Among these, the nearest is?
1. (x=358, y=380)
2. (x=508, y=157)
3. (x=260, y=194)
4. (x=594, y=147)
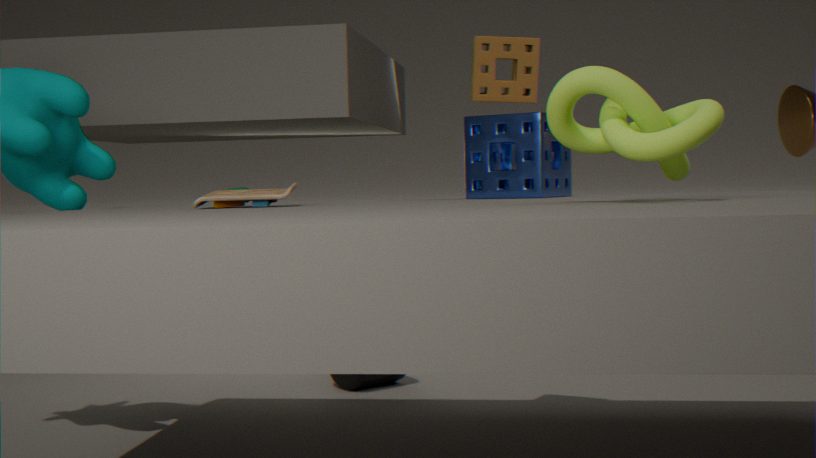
(x=594, y=147)
